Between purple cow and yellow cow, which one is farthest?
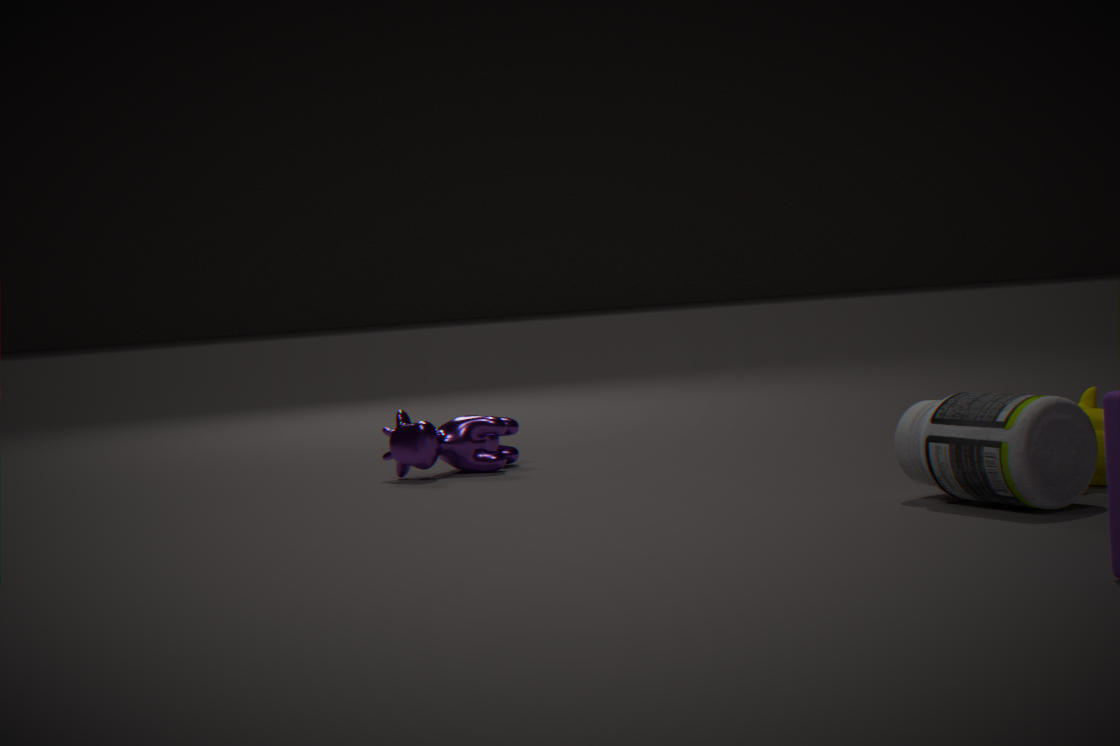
purple cow
